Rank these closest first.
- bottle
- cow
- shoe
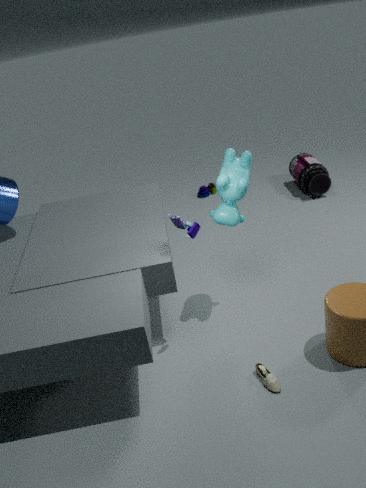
1. shoe
2. cow
3. bottle
